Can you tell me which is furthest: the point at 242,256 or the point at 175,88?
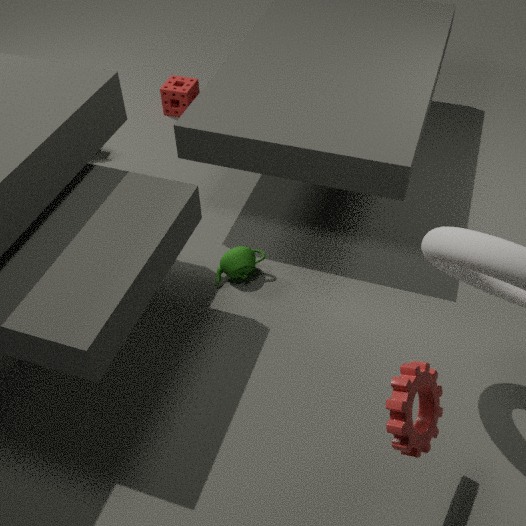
the point at 175,88
